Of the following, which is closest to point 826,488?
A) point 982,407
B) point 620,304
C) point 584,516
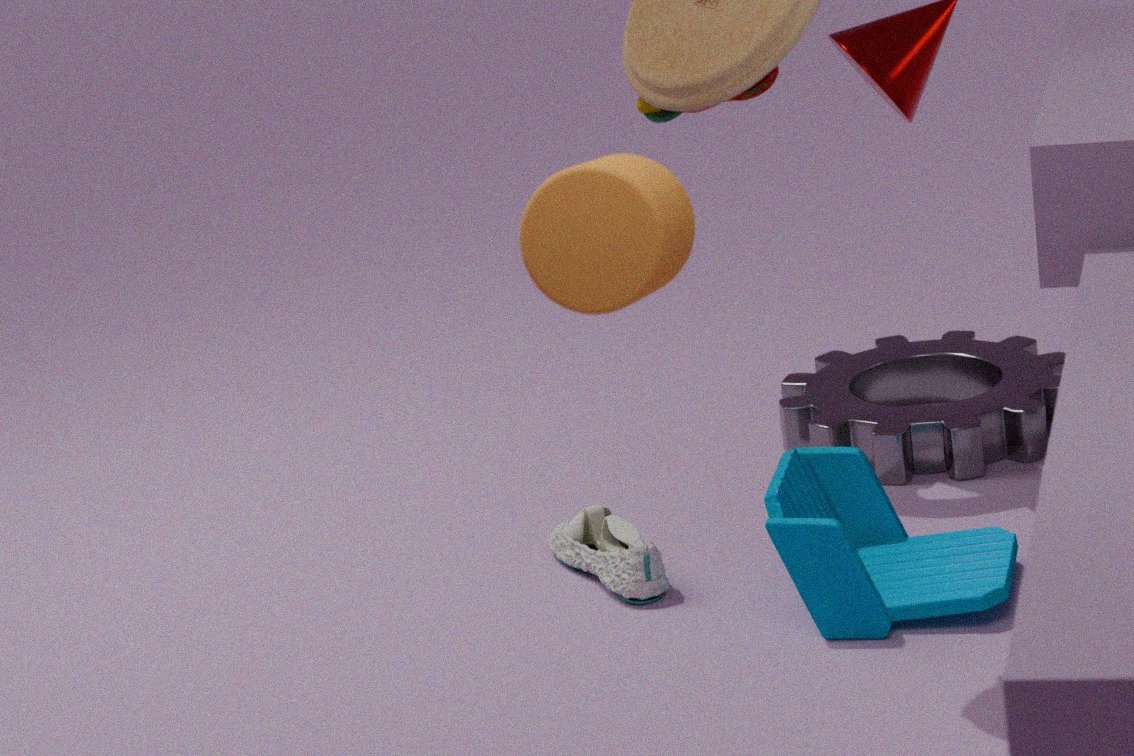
point 584,516
